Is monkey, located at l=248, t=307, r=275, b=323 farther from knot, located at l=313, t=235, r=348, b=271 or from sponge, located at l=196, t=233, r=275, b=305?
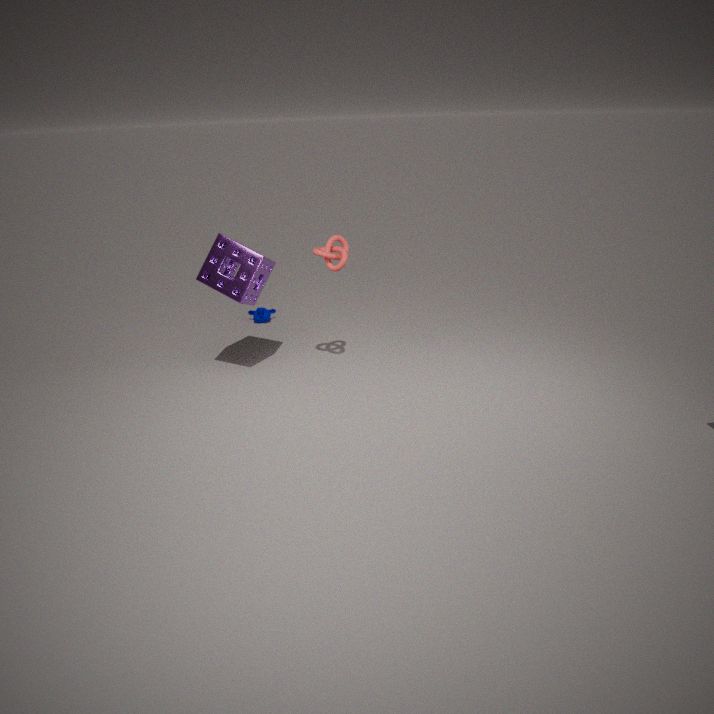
knot, located at l=313, t=235, r=348, b=271
